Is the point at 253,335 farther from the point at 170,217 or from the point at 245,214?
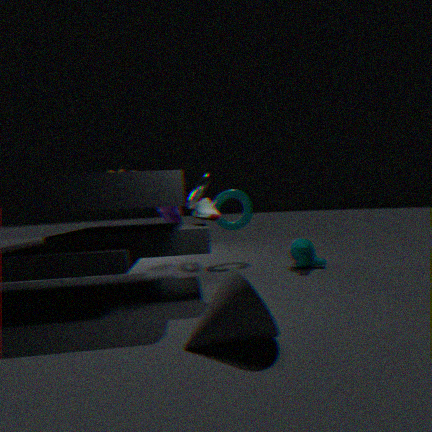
the point at 170,217
